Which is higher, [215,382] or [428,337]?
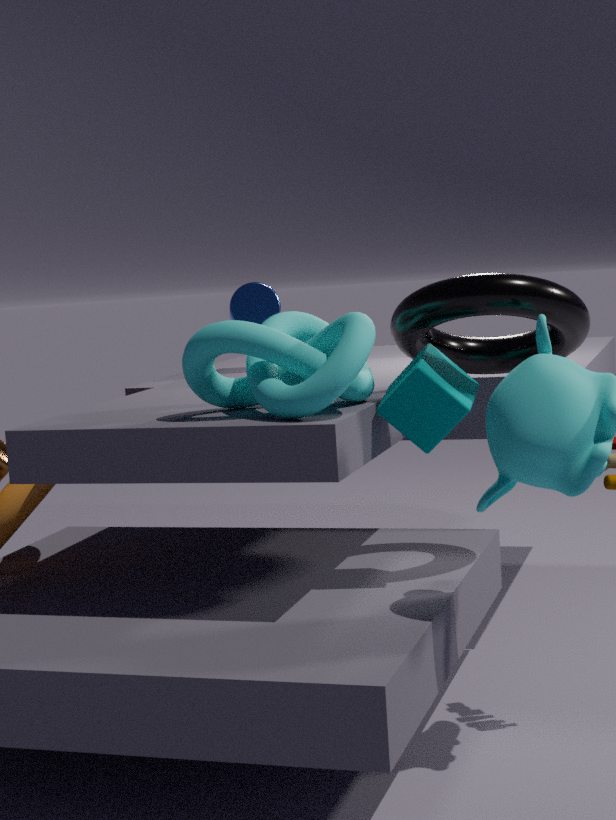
[428,337]
